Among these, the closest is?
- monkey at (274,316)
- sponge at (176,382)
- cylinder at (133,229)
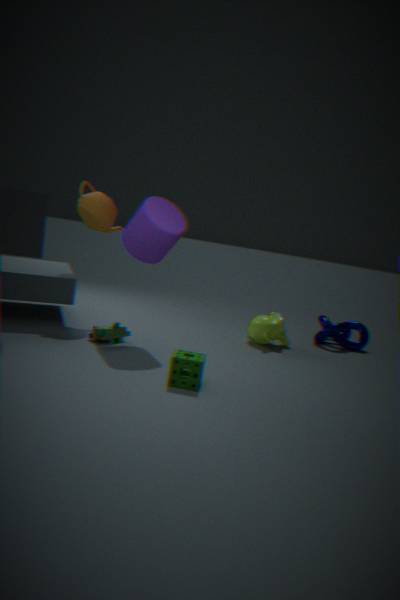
sponge at (176,382)
